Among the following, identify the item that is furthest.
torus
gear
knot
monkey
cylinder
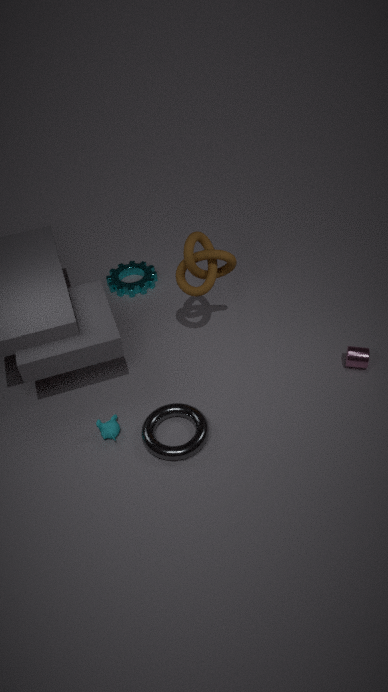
gear
